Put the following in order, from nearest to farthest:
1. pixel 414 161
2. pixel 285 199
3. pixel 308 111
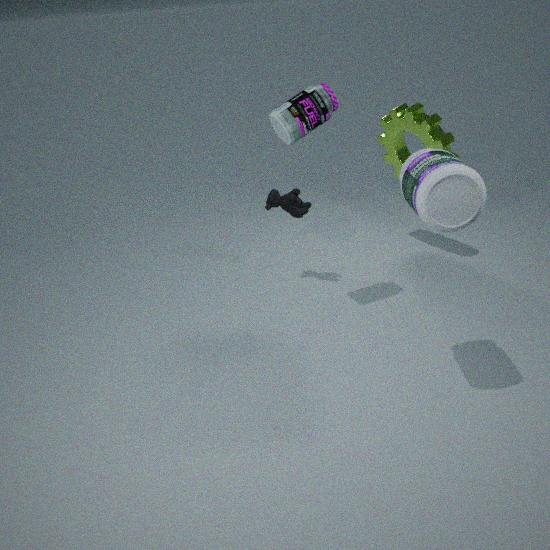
pixel 414 161, pixel 308 111, pixel 285 199
